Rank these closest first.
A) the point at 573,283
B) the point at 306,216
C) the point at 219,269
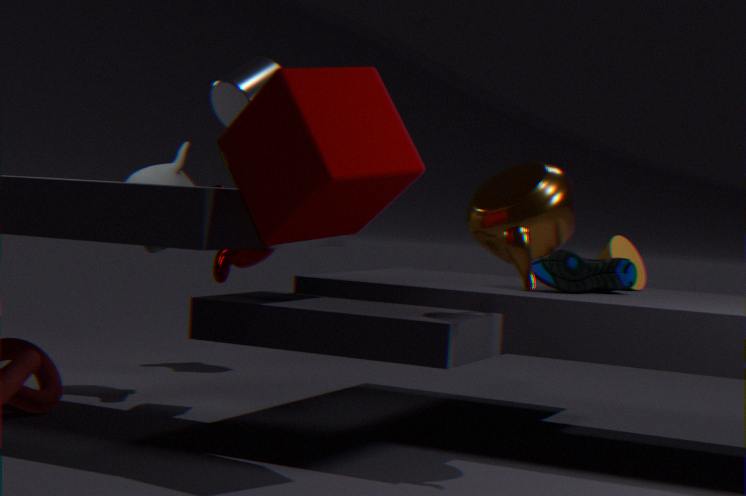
the point at 306,216 < the point at 573,283 < the point at 219,269
